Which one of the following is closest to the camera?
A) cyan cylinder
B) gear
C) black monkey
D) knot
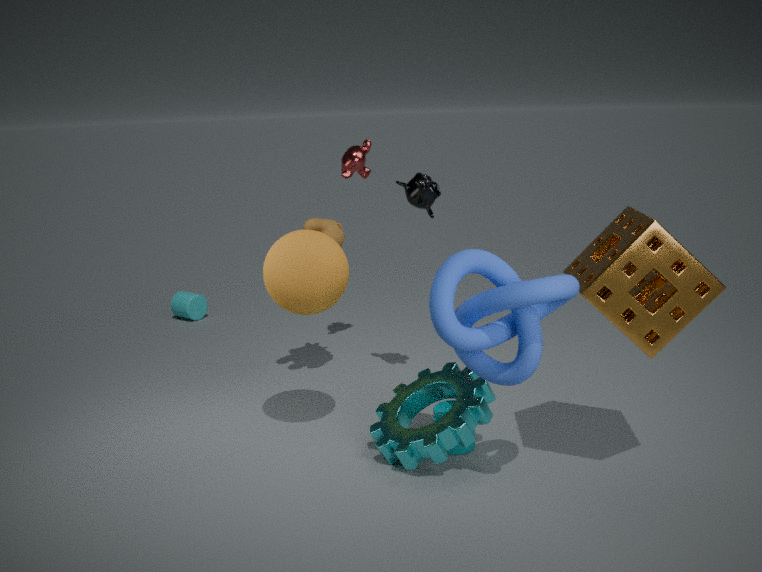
D. knot
